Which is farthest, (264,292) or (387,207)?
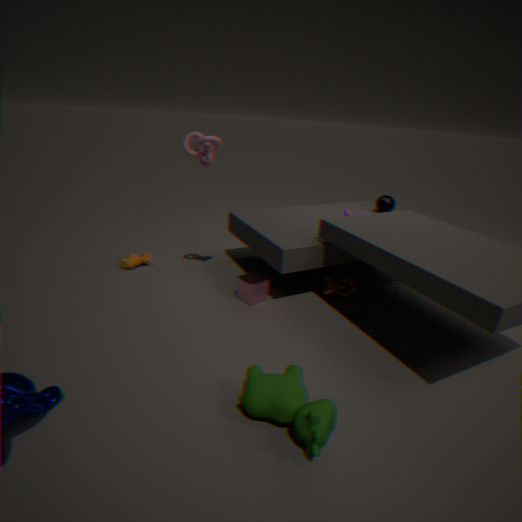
(387,207)
